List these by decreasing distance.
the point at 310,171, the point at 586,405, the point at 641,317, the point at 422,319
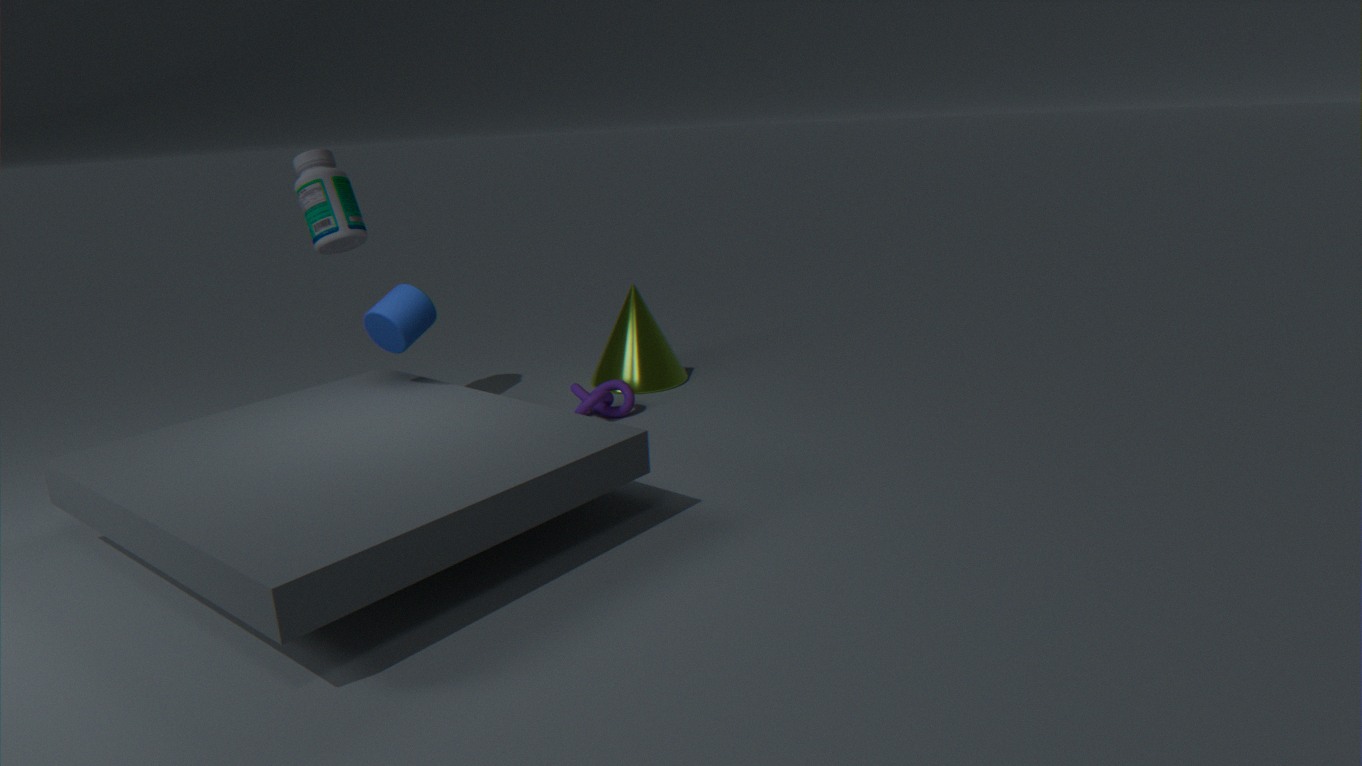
the point at 641,317 → the point at 310,171 → the point at 586,405 → the point at 422,319
